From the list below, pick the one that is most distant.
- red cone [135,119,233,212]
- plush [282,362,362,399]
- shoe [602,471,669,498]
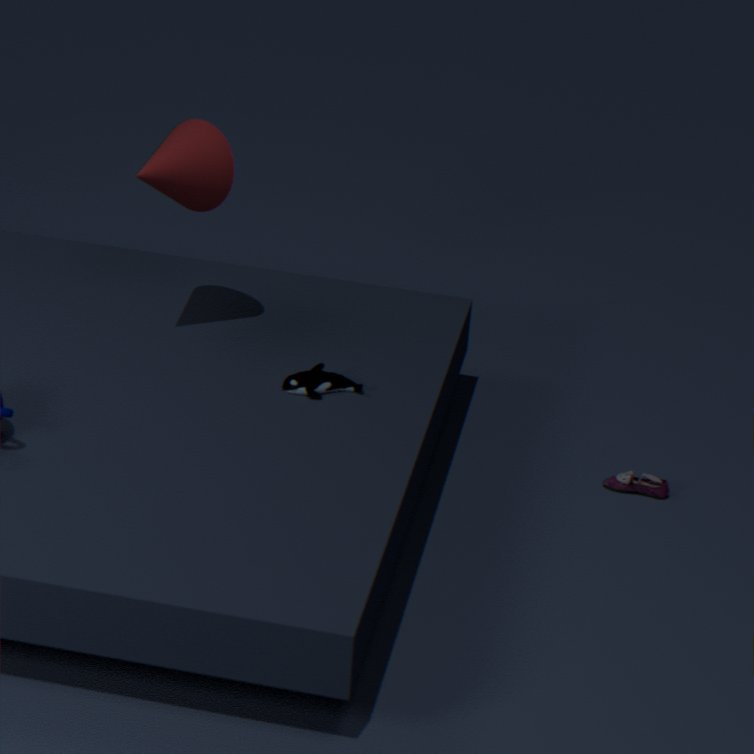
shoe [602,471,669,498]
